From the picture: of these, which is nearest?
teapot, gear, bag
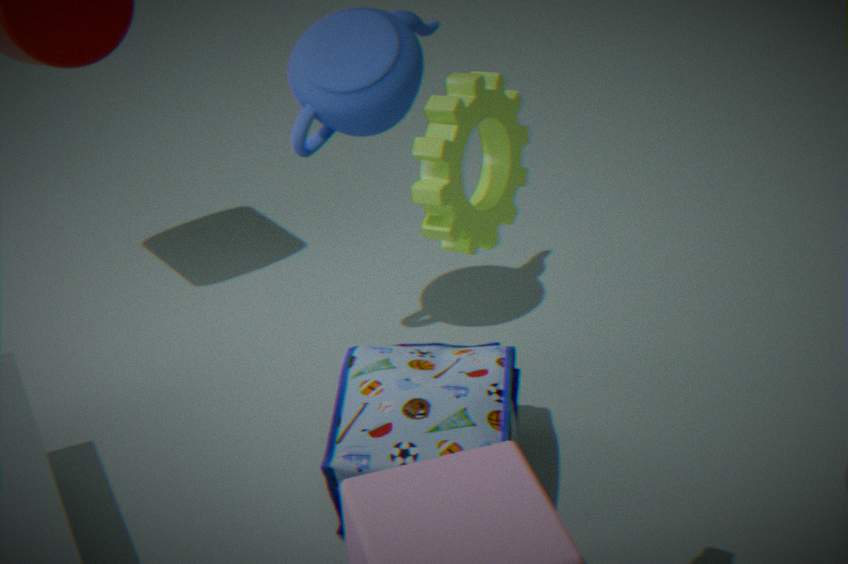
gear
